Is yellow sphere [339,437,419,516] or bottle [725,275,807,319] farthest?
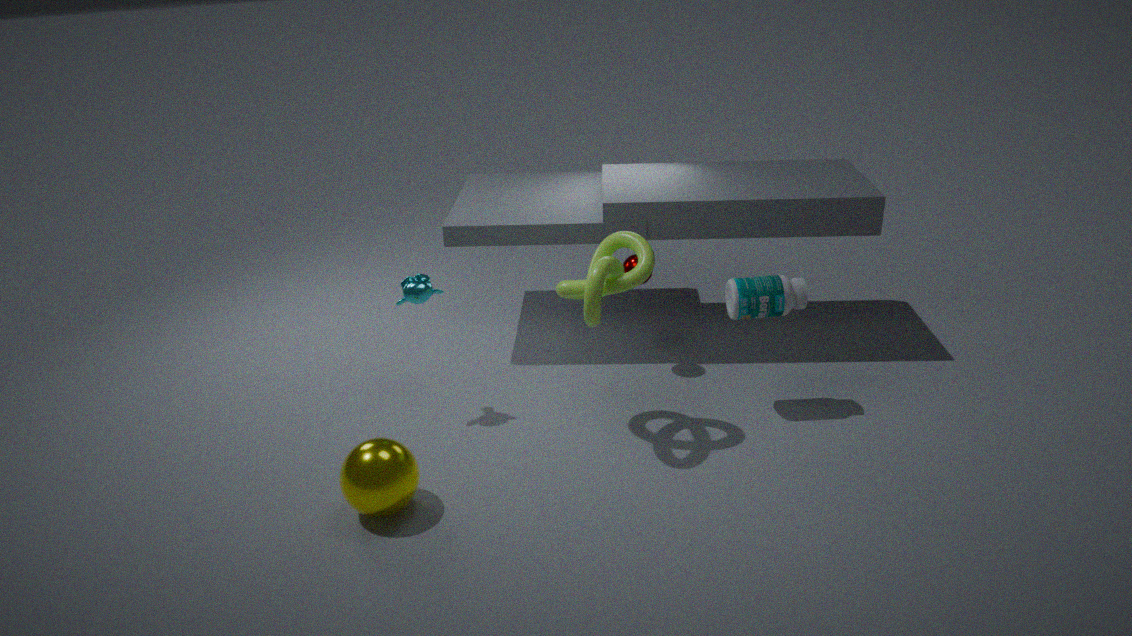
bottle [725,275,807,319]
